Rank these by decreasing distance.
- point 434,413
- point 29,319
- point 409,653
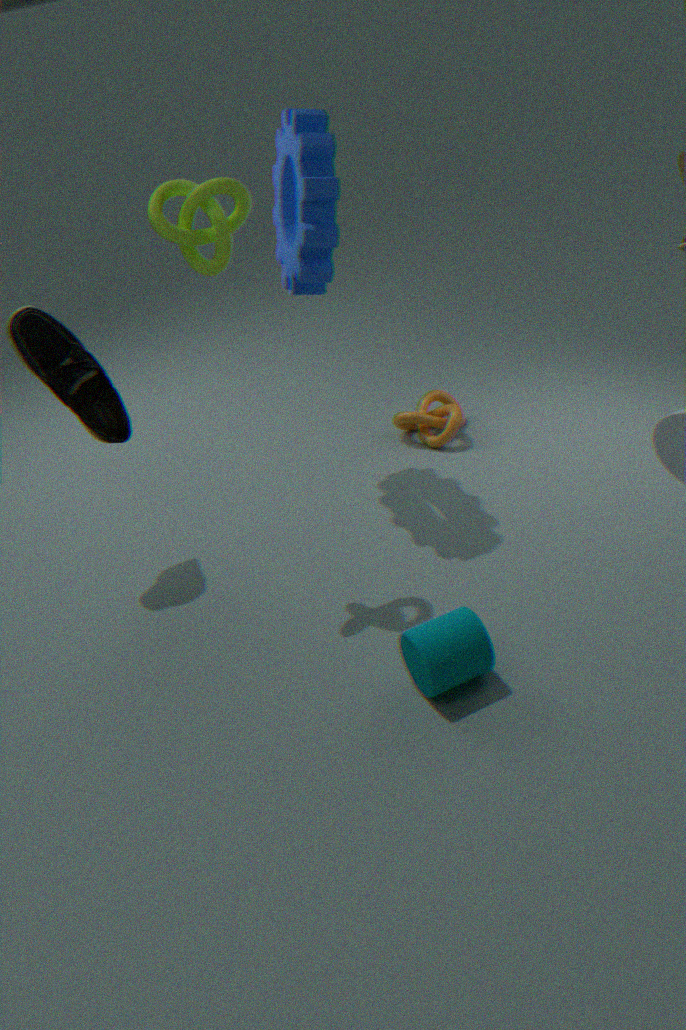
point 434,413 < point 29,319 < point 409,653
